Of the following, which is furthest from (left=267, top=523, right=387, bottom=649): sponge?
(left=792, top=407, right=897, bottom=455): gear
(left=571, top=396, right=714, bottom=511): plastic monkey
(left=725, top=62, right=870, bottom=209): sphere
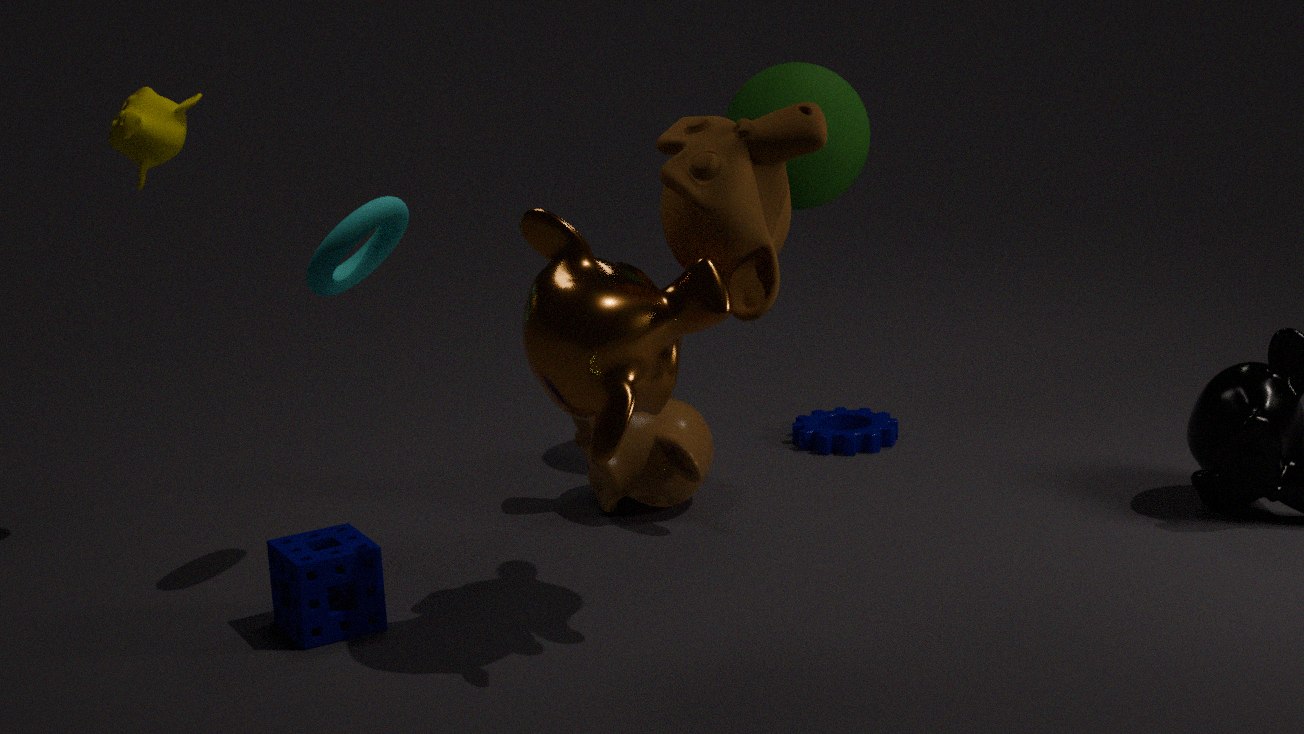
(left=792, top=407, right=897, bottom=455): gear
